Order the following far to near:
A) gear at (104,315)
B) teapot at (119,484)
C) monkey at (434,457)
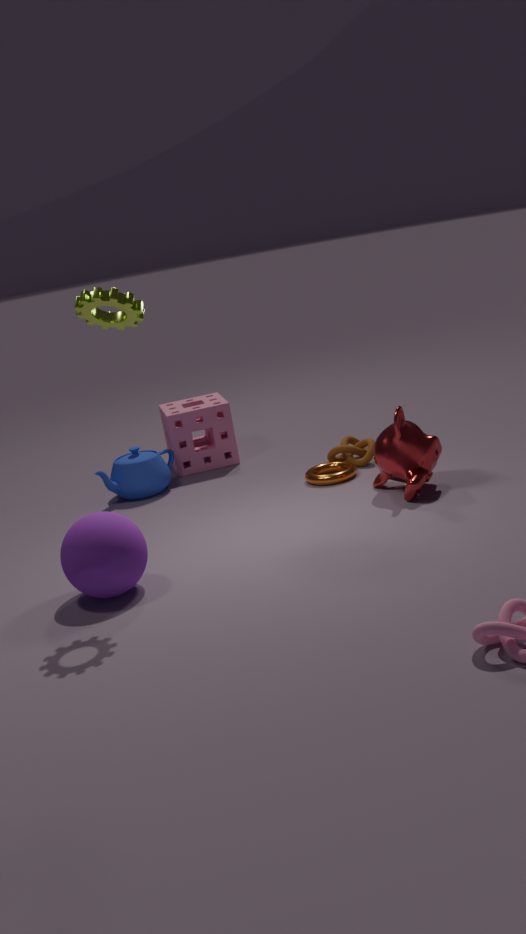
teapot at (119,484) < monkey at (434,457) < gear at (104,315)
